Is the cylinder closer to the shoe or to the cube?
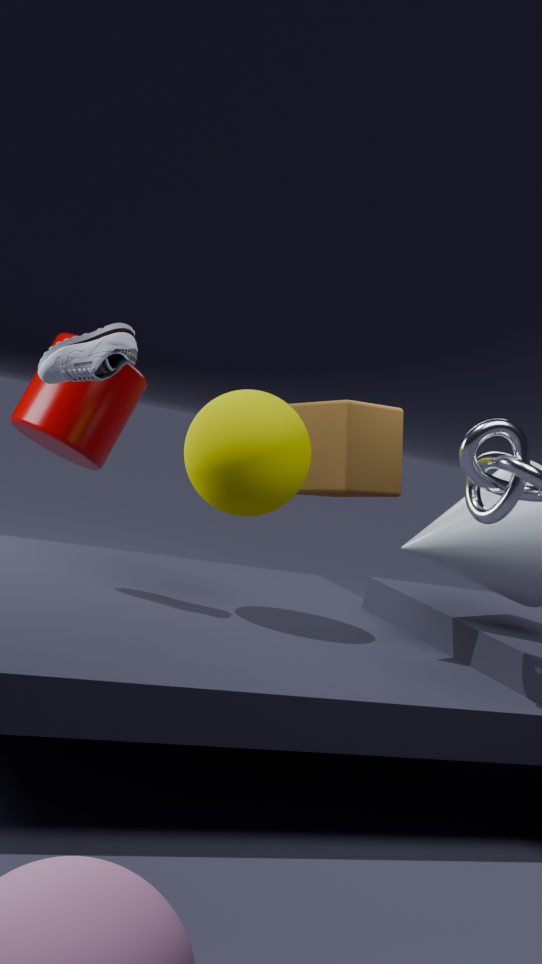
the shoe
